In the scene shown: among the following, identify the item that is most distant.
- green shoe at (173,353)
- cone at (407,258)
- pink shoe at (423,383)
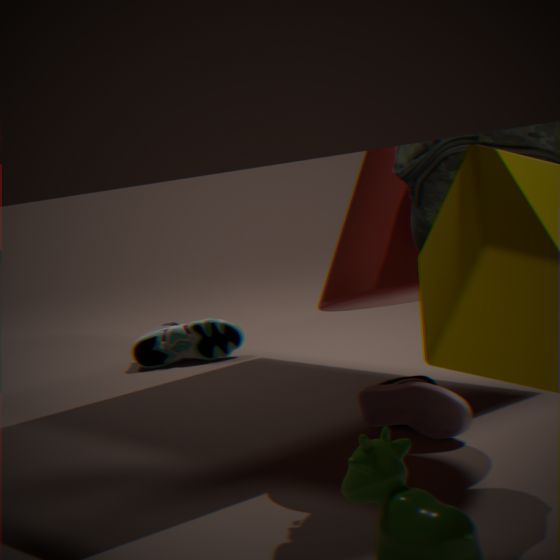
green shoe at (173,353)
